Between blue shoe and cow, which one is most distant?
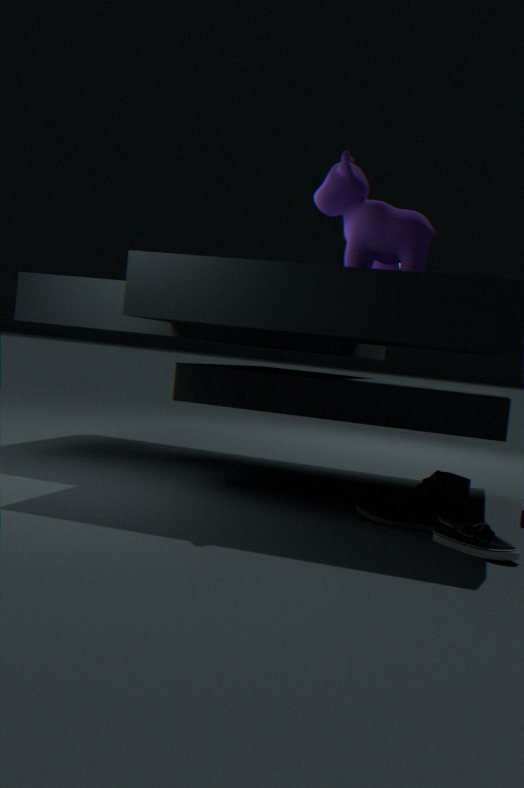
cow
